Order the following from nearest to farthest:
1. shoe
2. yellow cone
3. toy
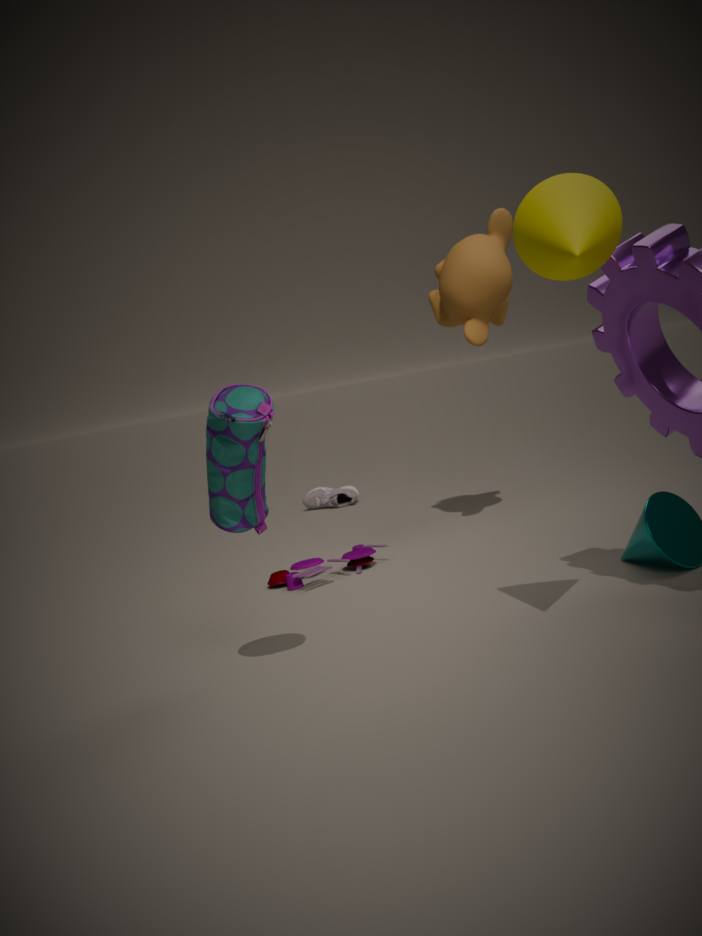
1. yellow cone
2. toy
3. shoe
